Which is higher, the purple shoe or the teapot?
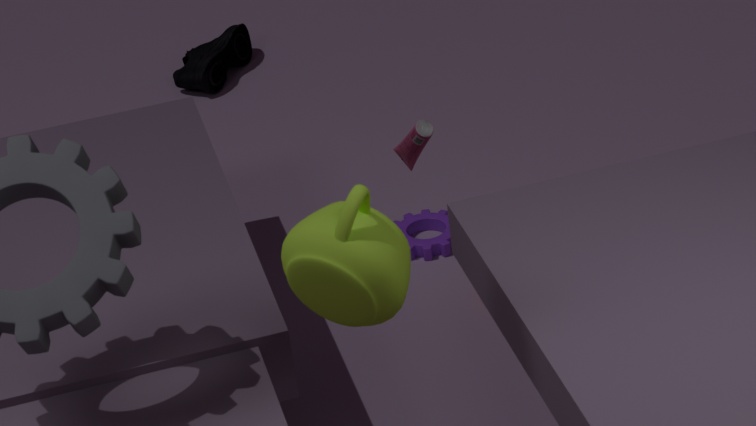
the teapot
